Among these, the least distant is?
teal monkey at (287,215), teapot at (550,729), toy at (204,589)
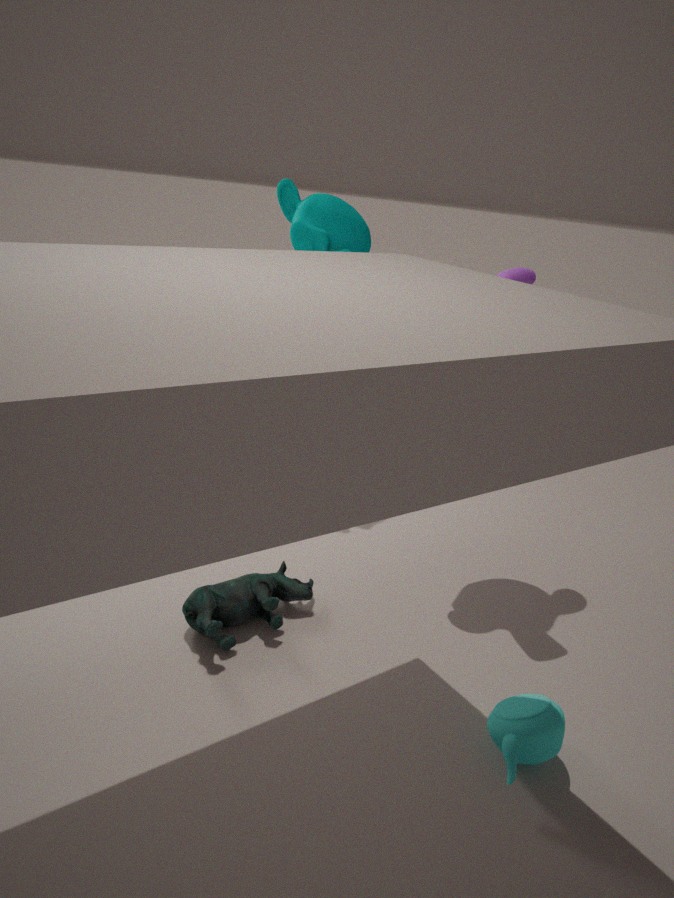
teapot at (550,729)
